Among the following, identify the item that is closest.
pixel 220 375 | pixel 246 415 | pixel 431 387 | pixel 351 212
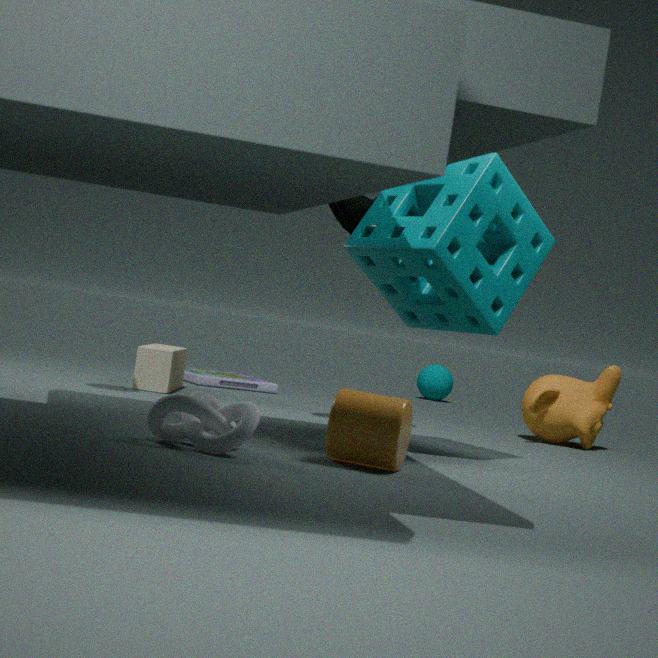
pixel 246 415
